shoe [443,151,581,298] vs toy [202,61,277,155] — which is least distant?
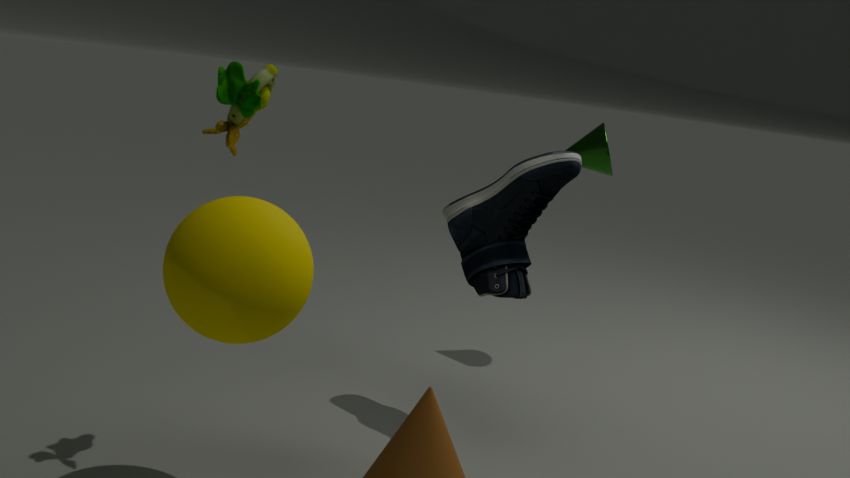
toy [202,61,277,155]
